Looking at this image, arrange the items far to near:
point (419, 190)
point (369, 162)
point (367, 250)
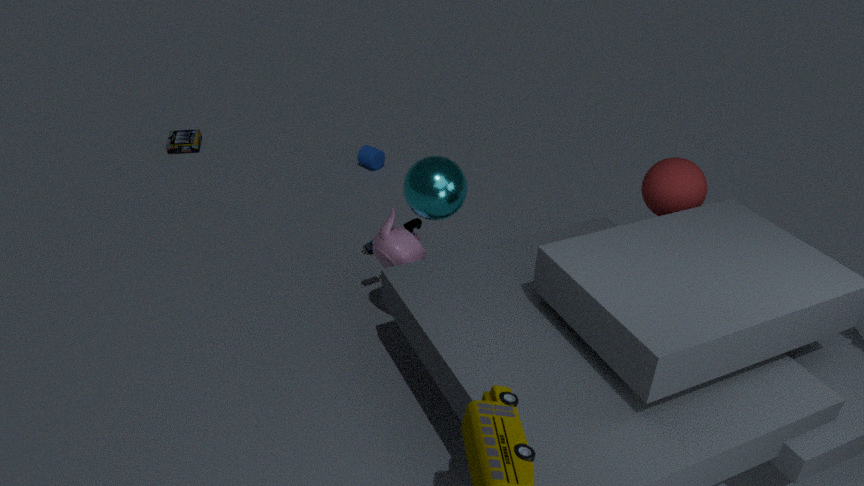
point (369, 162), point (367, 250), point (419, 190)
